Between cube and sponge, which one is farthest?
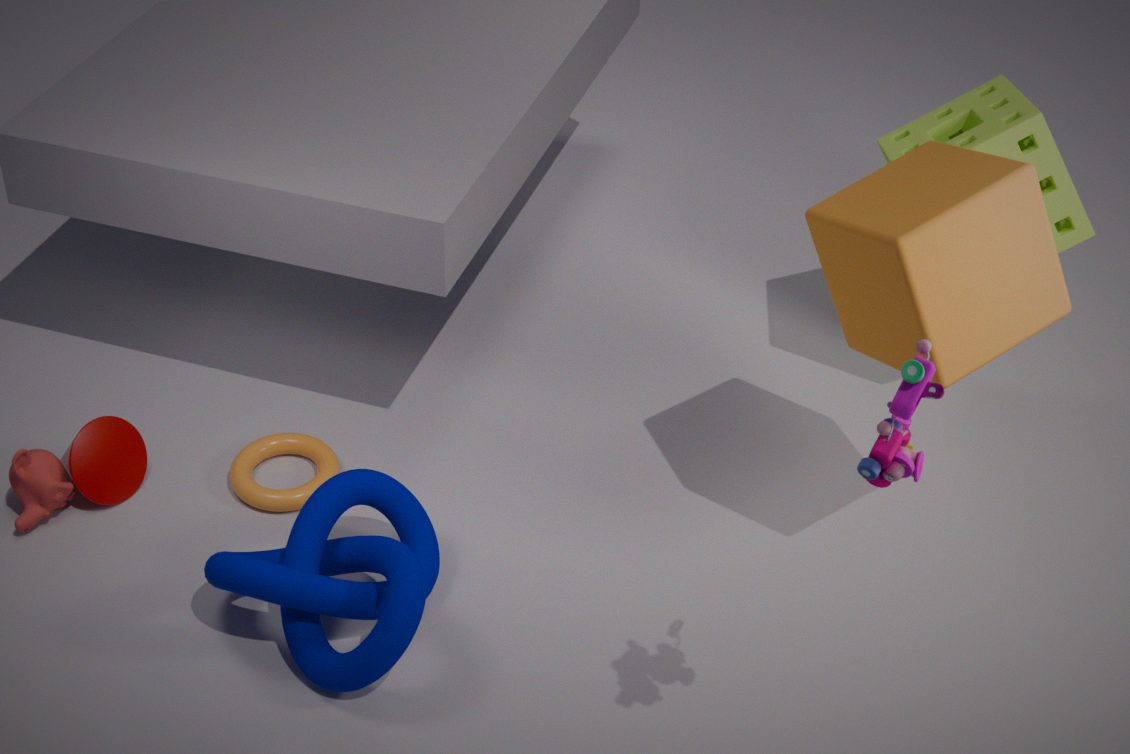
sponge
